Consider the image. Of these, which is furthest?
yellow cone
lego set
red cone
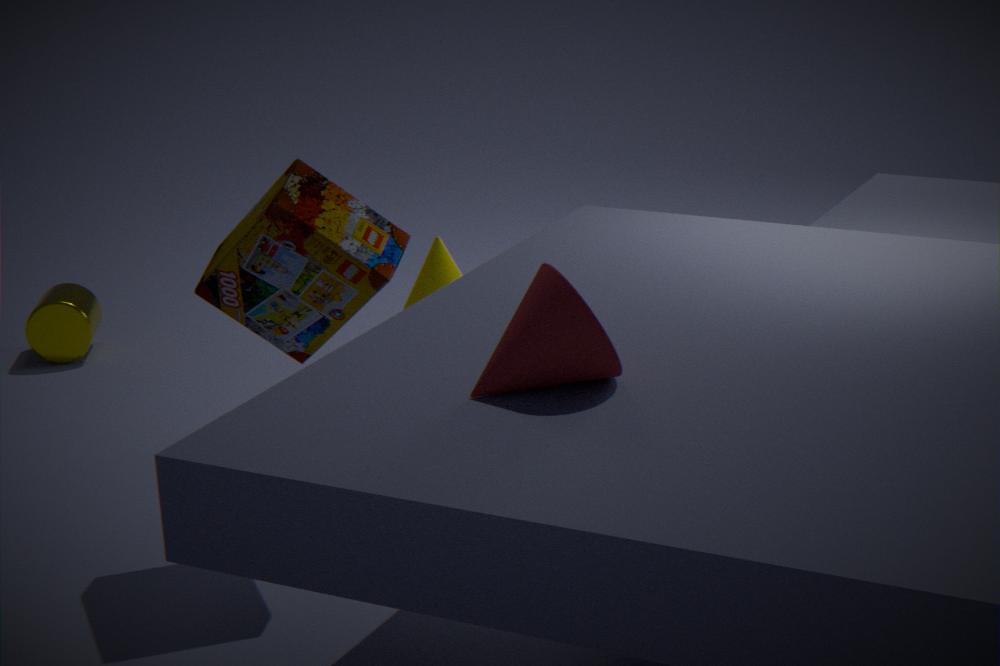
yellow cone
